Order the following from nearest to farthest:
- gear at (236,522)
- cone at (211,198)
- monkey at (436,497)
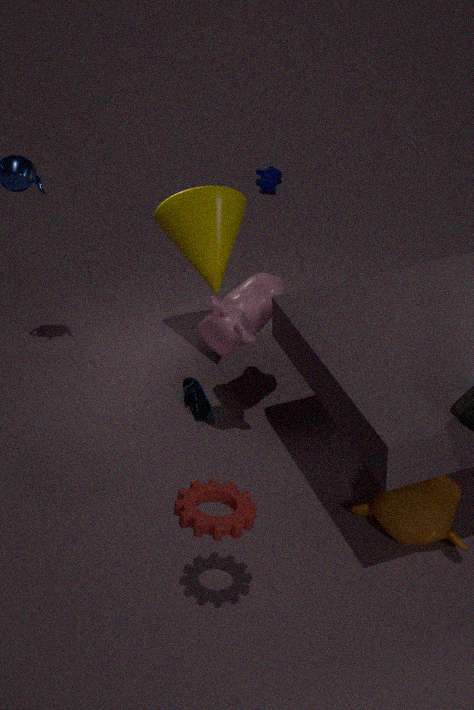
gear at (236,522), monkey at (436,497), cone at (211,198)
